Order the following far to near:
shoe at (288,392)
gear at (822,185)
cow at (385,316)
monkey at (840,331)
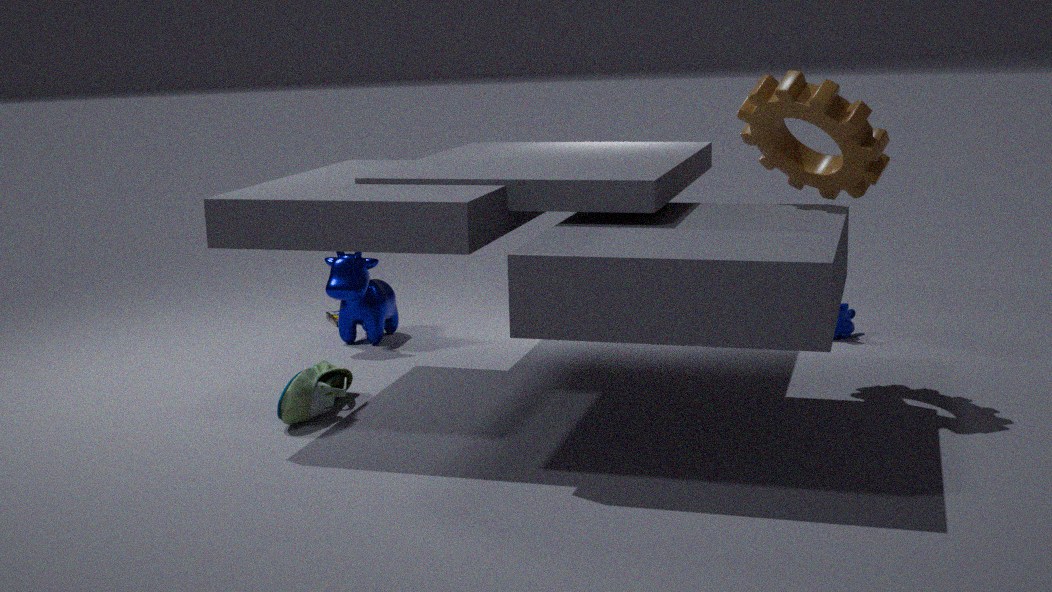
1. monkey at (840,331)
2. cow at (385,316)
3. shoe at (288,392)
4. gear at (822,185)
